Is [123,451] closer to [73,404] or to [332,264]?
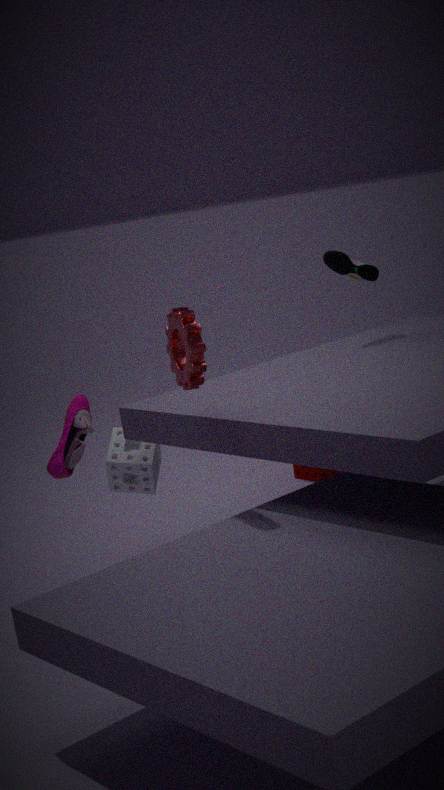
[73,404]
